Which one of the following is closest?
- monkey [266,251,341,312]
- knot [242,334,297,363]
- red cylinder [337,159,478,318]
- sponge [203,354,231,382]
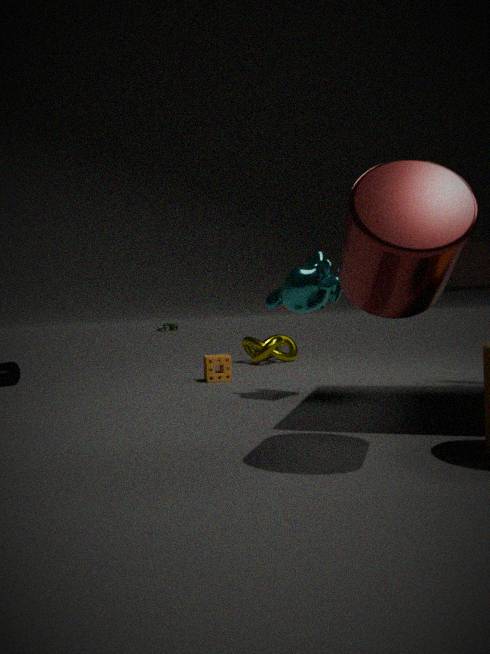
red cylinder [337,159,478,318]
